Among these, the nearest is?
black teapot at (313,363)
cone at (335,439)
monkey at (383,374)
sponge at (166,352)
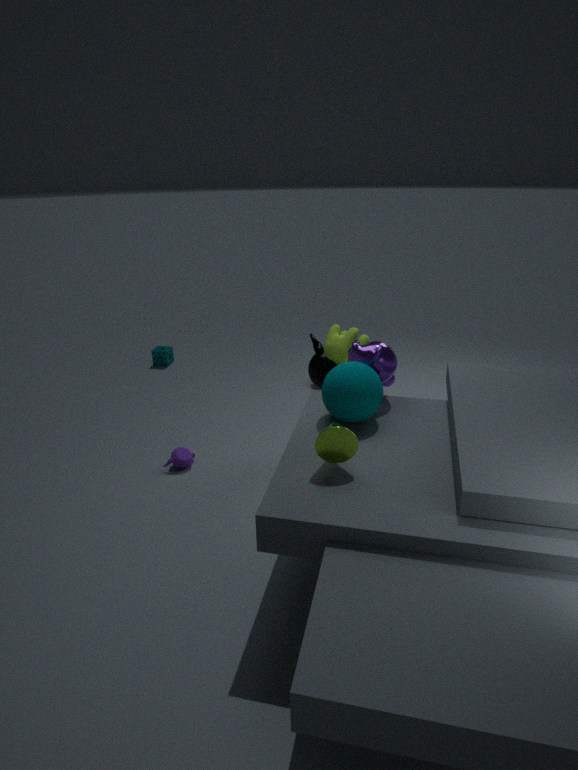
cone at (335,439)
